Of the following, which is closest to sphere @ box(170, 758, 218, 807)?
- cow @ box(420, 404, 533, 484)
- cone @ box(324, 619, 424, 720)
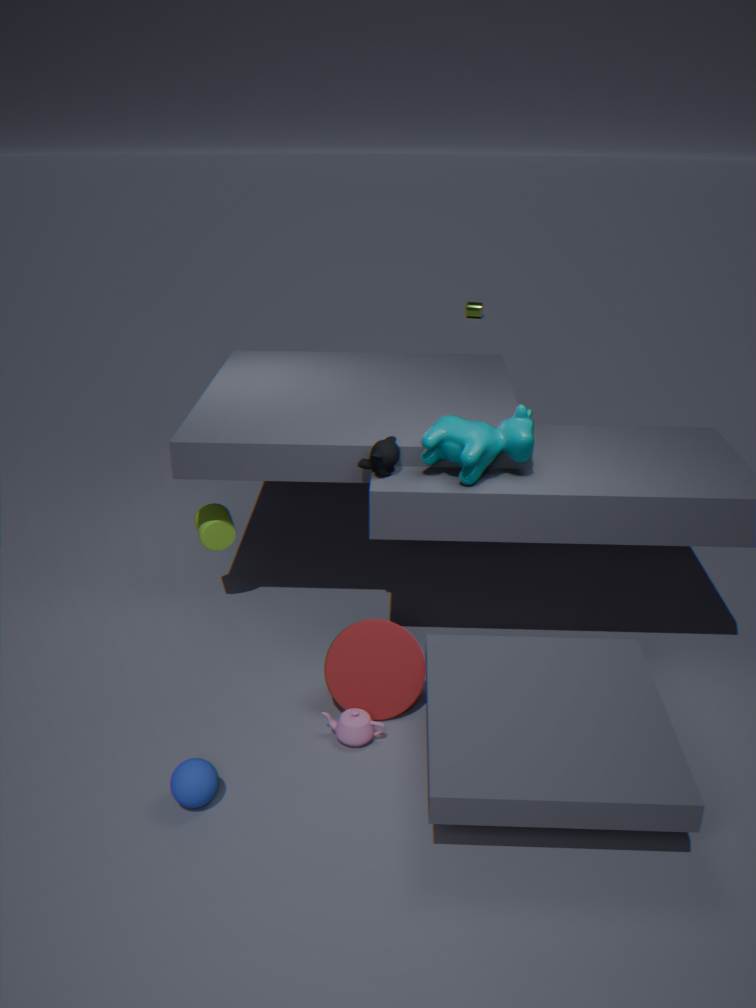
cone @ box(324, 619, 424, 720)
